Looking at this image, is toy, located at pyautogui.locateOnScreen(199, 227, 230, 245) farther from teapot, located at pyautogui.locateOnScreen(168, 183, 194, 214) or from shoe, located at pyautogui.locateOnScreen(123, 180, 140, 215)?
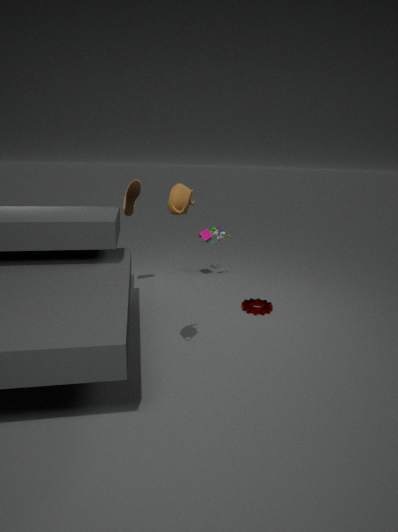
teapot, located at pyautogui.locateOnScreen(168, 183, 194, 214)
